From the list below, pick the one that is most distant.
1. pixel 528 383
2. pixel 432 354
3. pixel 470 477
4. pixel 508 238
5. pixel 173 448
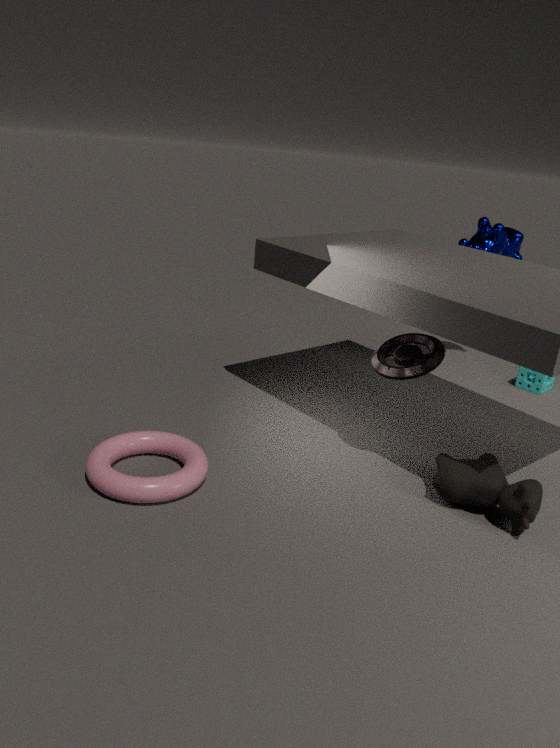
pixel 508 238
